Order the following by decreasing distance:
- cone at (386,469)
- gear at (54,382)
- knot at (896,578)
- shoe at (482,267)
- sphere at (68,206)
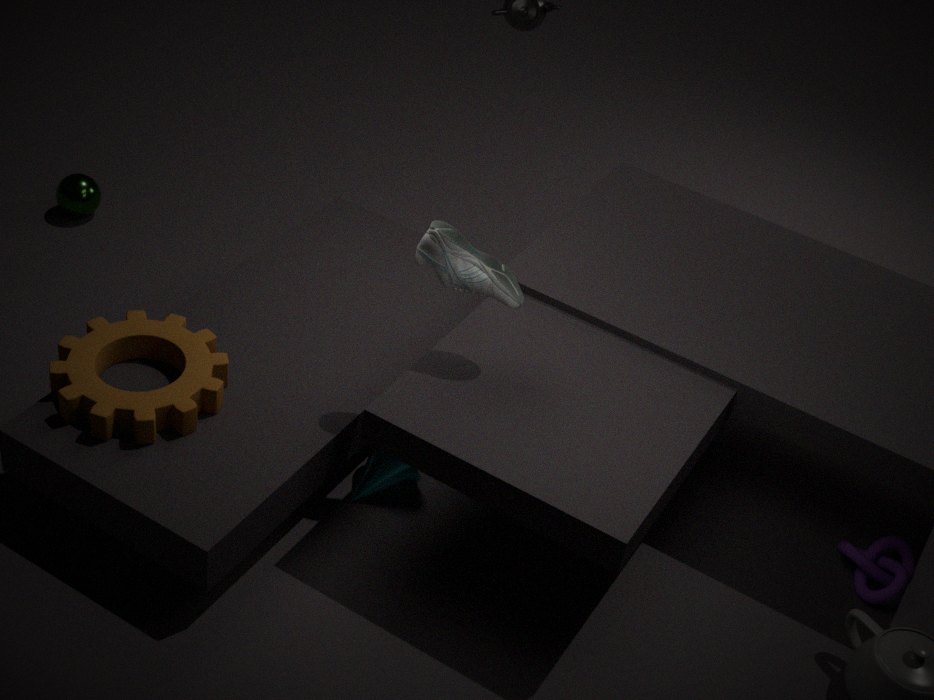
sphere at (68,206) < cone at (386,469) < knot at (896,578) < gear at (54,382) < shoe at (482,267)
